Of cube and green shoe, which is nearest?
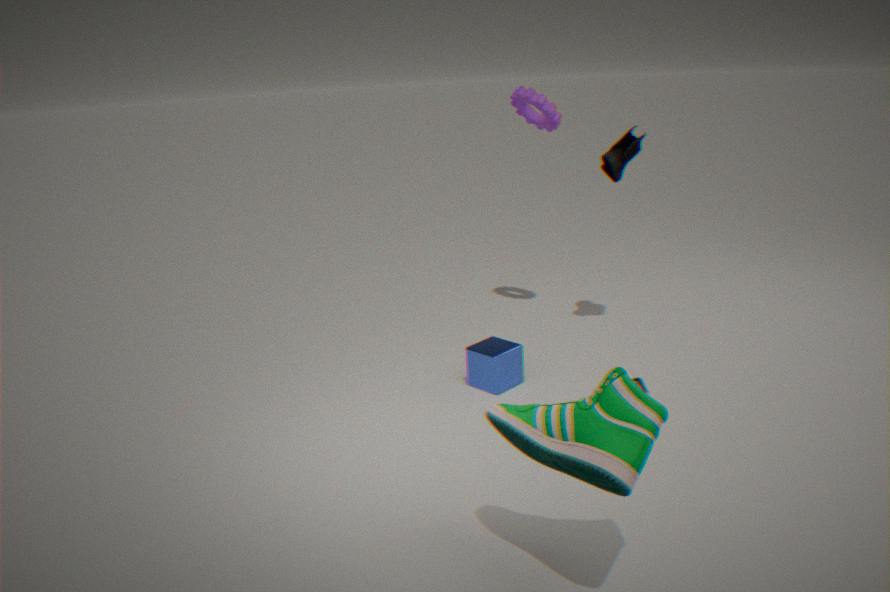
green shoe
